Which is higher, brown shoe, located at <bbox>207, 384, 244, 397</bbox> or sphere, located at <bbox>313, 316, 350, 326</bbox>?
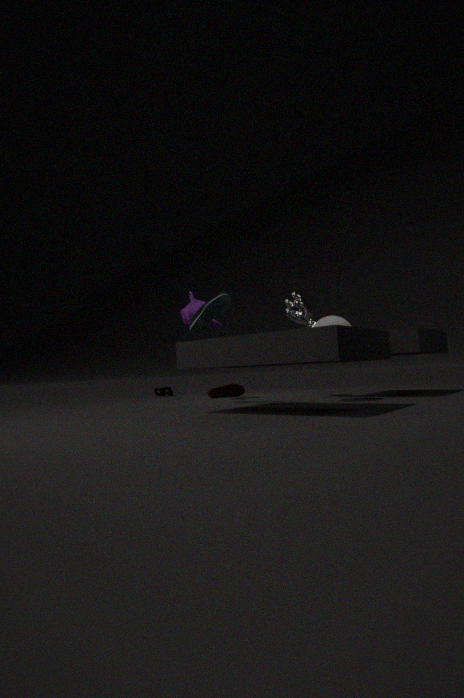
sphere, located at <bbox>313, 316, 350, 326</bbox>
